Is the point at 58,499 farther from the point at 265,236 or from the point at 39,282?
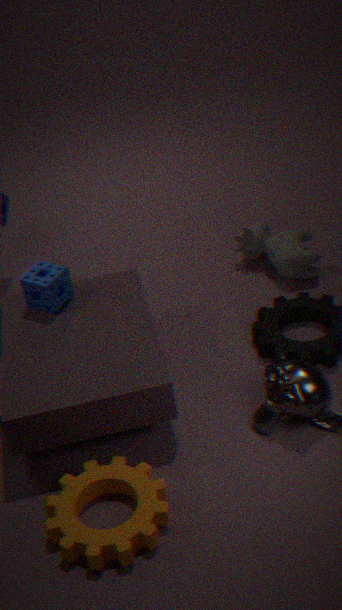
the point at 265,236
